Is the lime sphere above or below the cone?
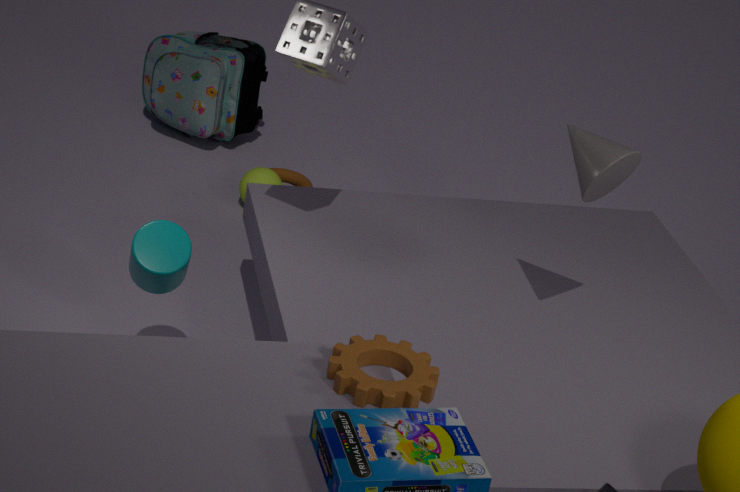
below
